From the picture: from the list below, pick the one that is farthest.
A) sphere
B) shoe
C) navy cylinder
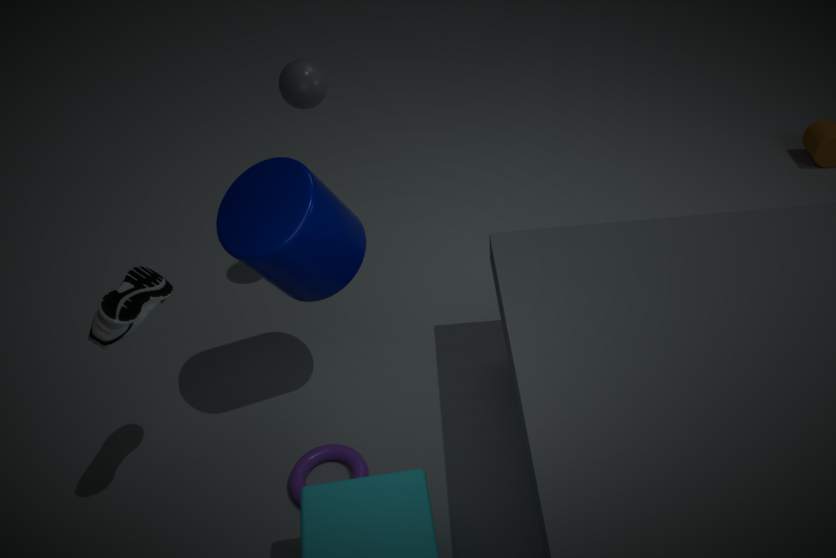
sphere
